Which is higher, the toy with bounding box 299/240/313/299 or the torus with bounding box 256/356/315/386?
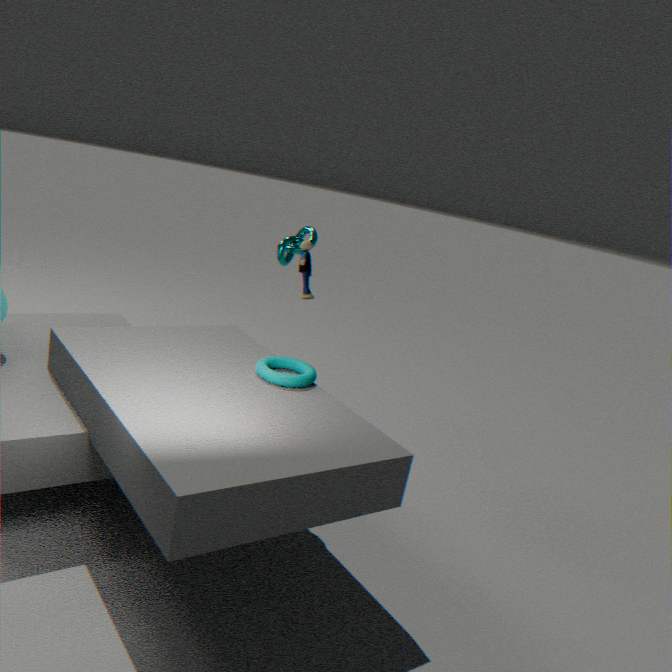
the toy with bounding box 299/240/313/299
